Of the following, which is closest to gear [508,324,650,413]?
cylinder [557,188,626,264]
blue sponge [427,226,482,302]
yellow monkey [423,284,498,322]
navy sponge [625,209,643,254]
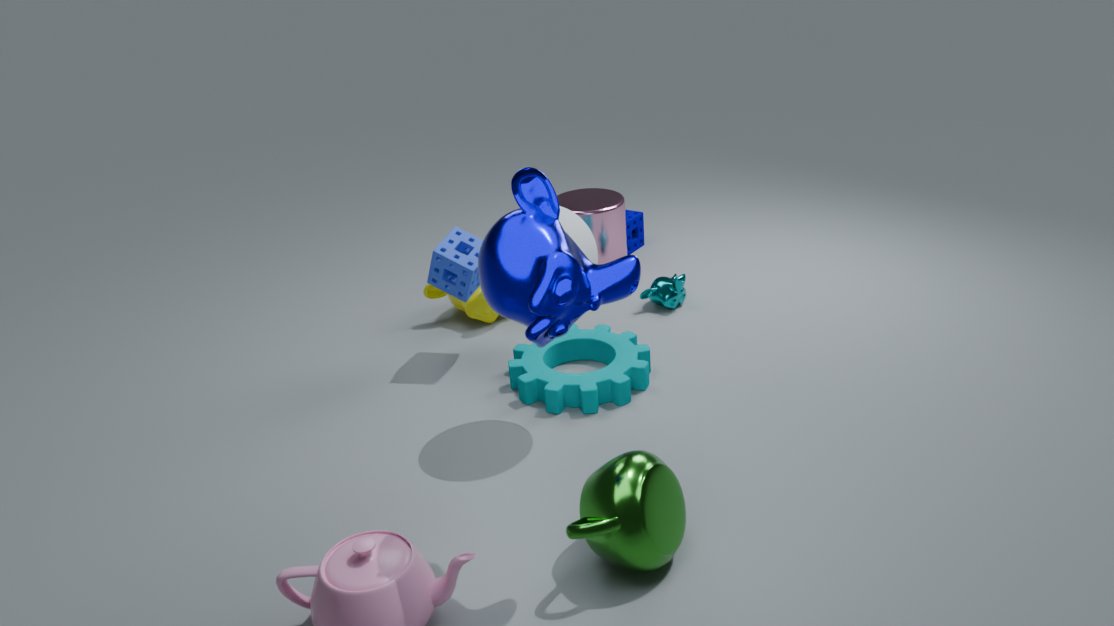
blue sponge [427,226,482,302]
